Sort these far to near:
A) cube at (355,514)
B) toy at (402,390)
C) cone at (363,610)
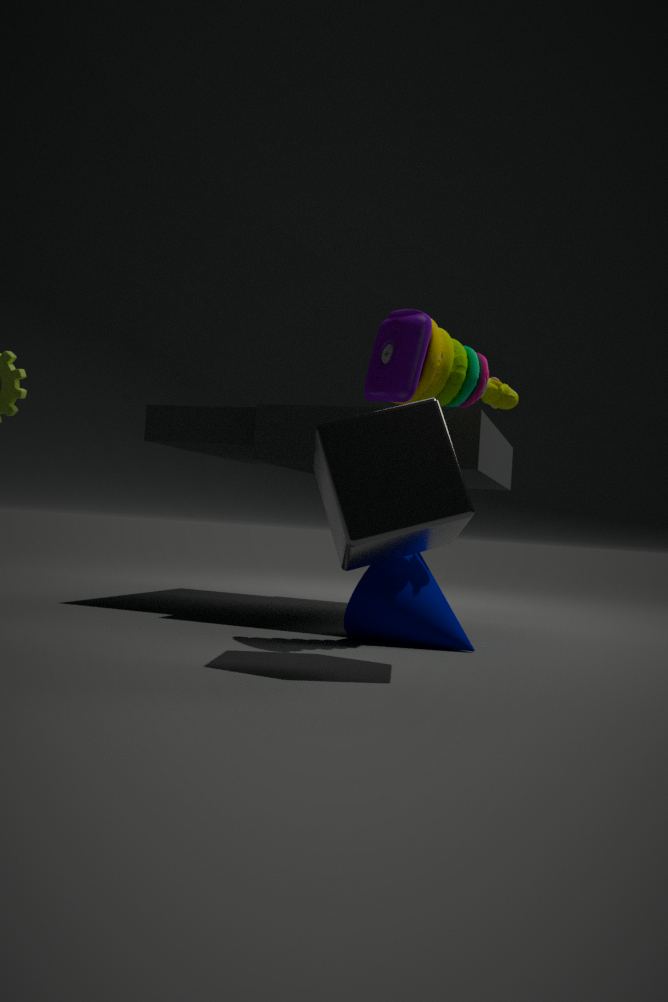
cone at (363,610) → toy at (402,390) → cube at (355,514)
